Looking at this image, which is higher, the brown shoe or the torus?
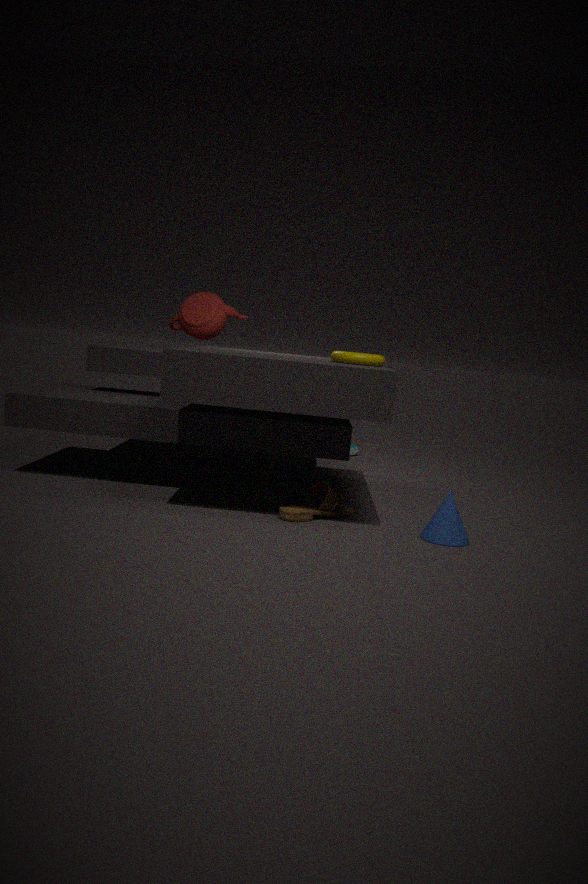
the torus
